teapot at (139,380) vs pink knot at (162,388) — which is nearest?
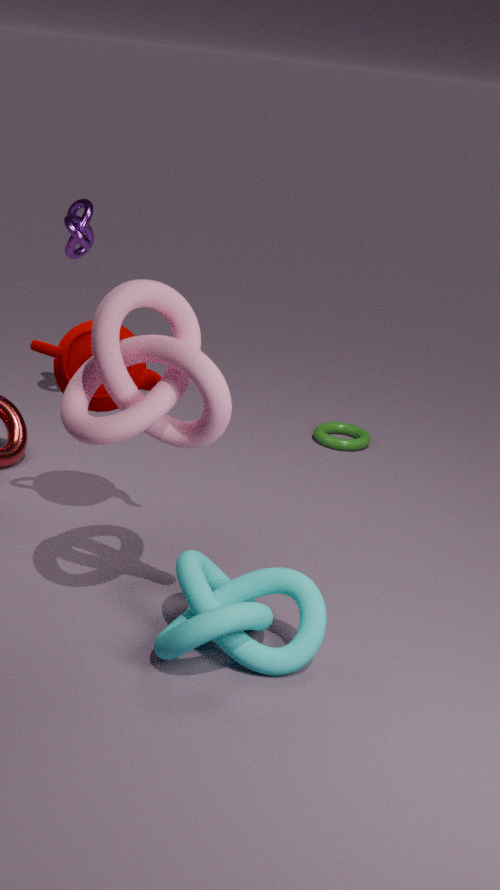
pink knot at (162,388)
